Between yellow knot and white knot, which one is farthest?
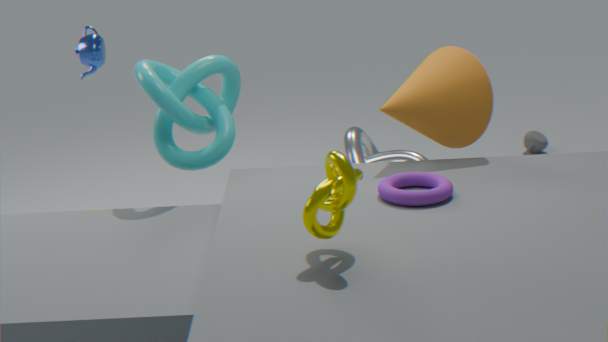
white knot
